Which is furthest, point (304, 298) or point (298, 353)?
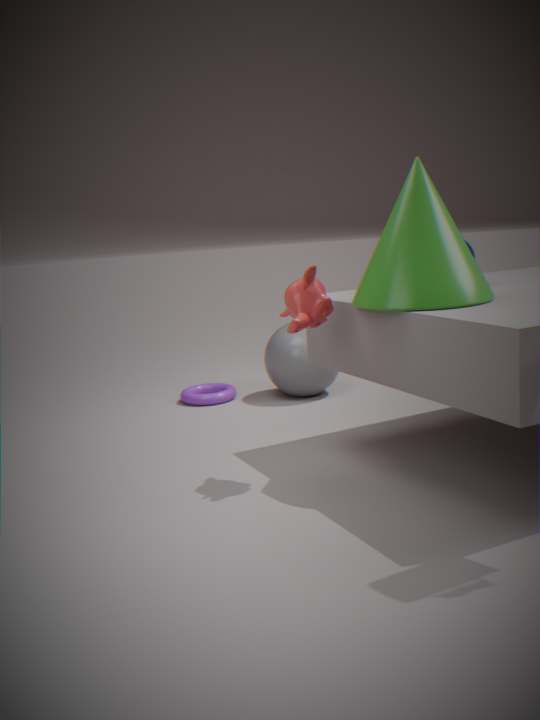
point (298, 353)
